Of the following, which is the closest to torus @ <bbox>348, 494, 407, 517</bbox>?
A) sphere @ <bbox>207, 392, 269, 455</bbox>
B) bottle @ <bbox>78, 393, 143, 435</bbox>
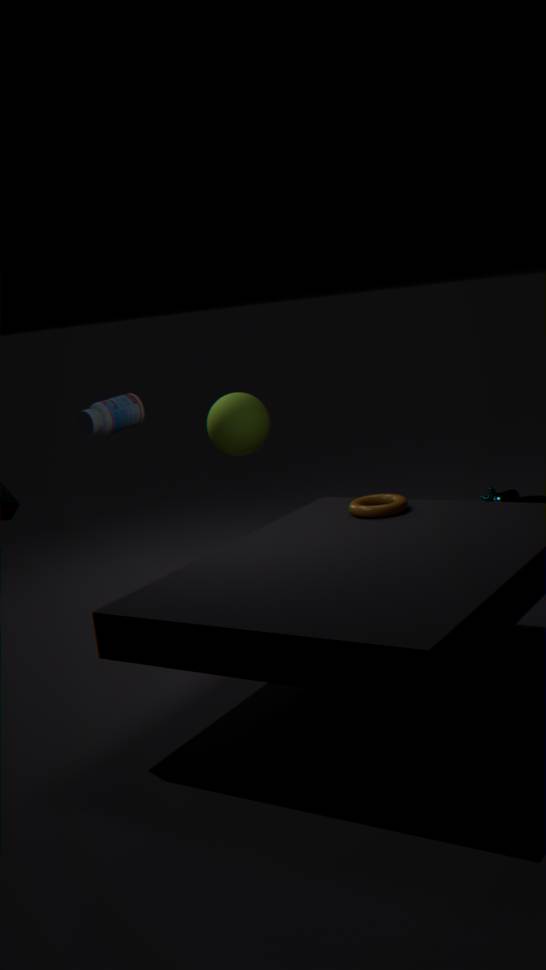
bottle @ <bbox>78, 393, 143, 435</bbox>
